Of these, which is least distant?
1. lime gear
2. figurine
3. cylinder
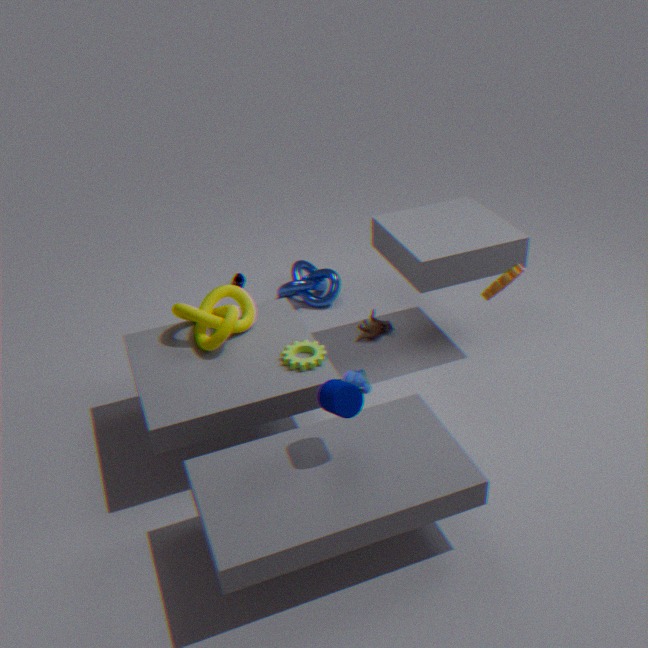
cylinder
